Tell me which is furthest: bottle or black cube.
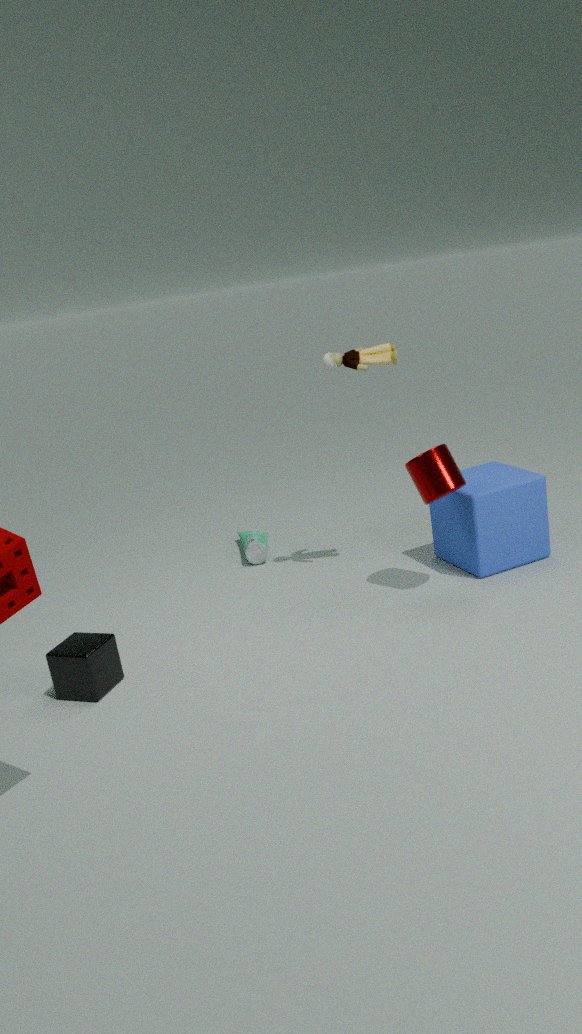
bottle
